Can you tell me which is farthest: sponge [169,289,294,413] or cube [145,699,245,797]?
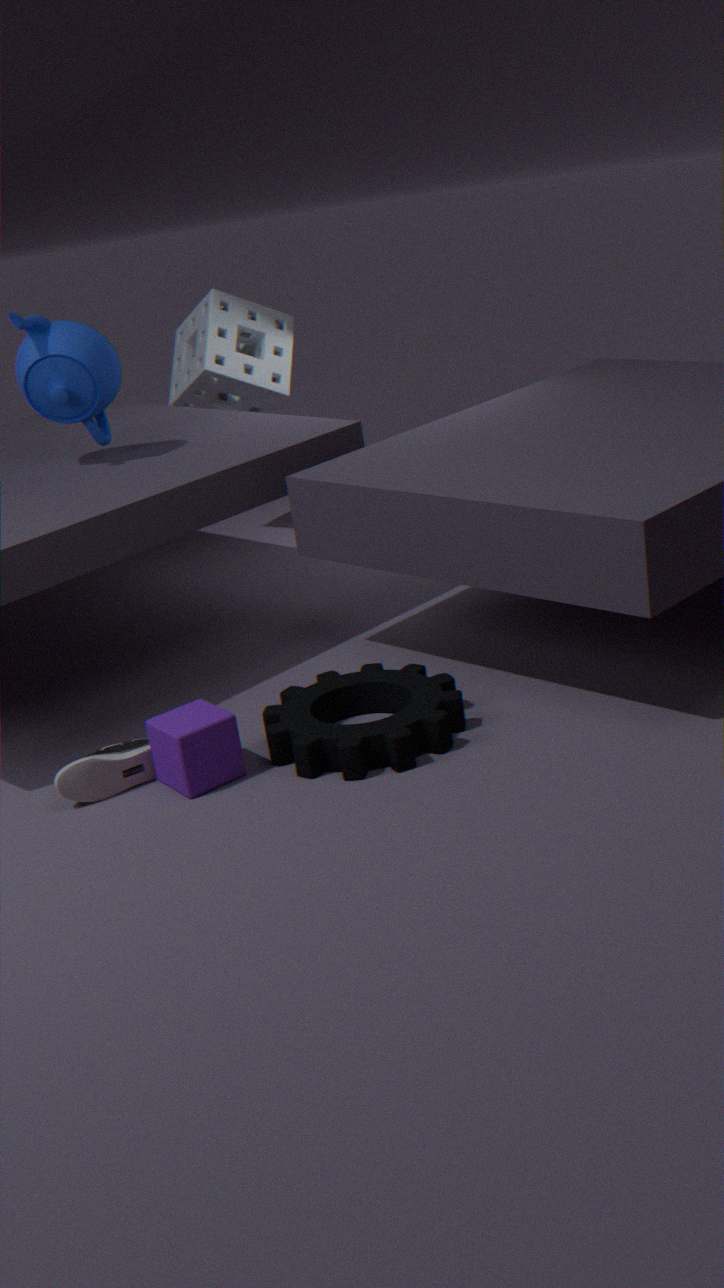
sponge [169,289,294,413]
